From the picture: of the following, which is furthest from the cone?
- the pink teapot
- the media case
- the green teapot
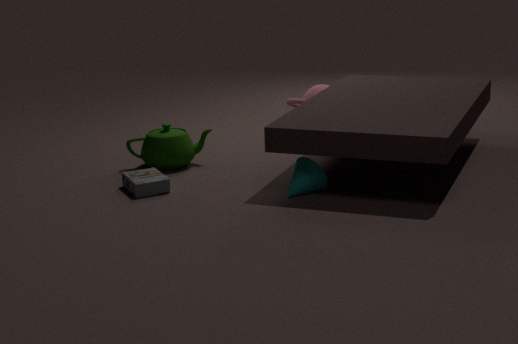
the pink teapot
